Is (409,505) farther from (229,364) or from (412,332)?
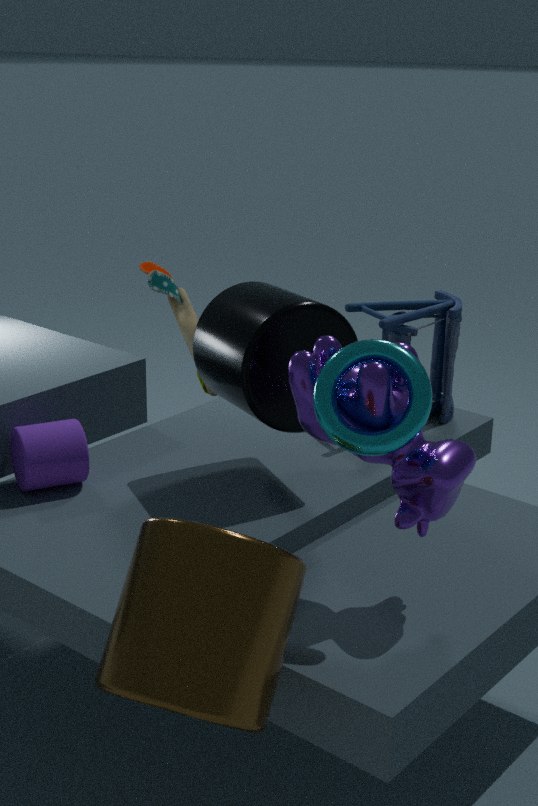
(412,332)
